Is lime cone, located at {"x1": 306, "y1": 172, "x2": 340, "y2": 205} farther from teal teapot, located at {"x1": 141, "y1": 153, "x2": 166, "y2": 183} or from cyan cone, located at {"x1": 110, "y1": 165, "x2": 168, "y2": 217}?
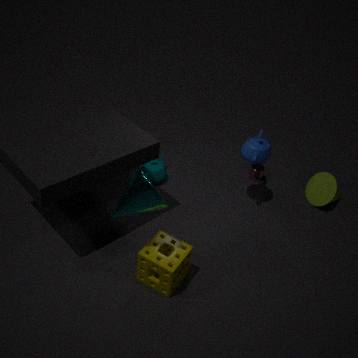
cyan cone, located at {"x1": 110, "y1": 165, "x2": 168, "y2": 217}
